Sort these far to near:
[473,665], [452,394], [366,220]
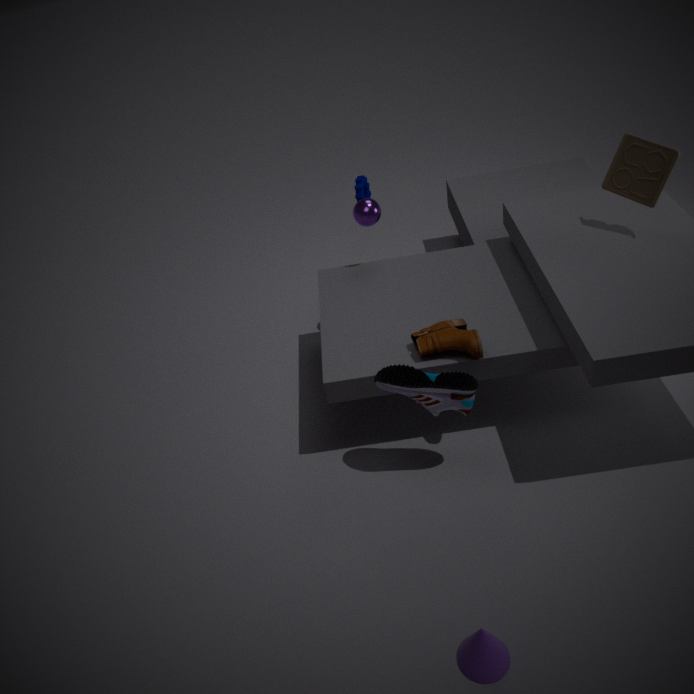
1. [366,220]
2. [452,394]
3. [473,665]
